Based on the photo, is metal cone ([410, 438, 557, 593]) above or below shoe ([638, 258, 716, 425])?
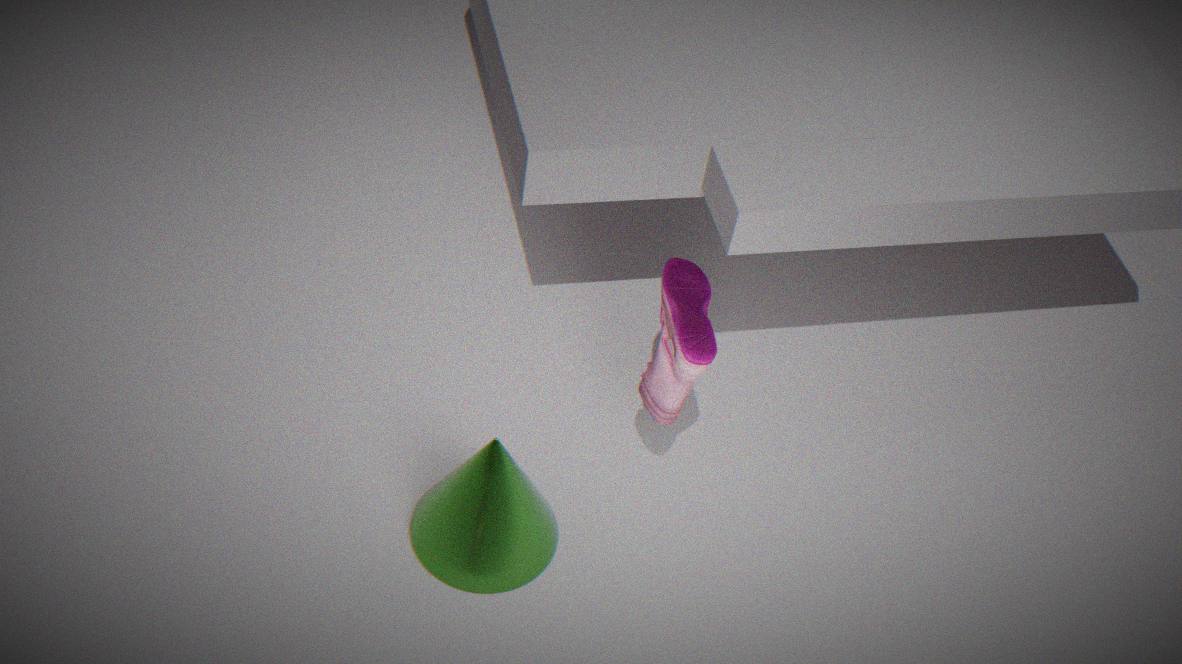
below
